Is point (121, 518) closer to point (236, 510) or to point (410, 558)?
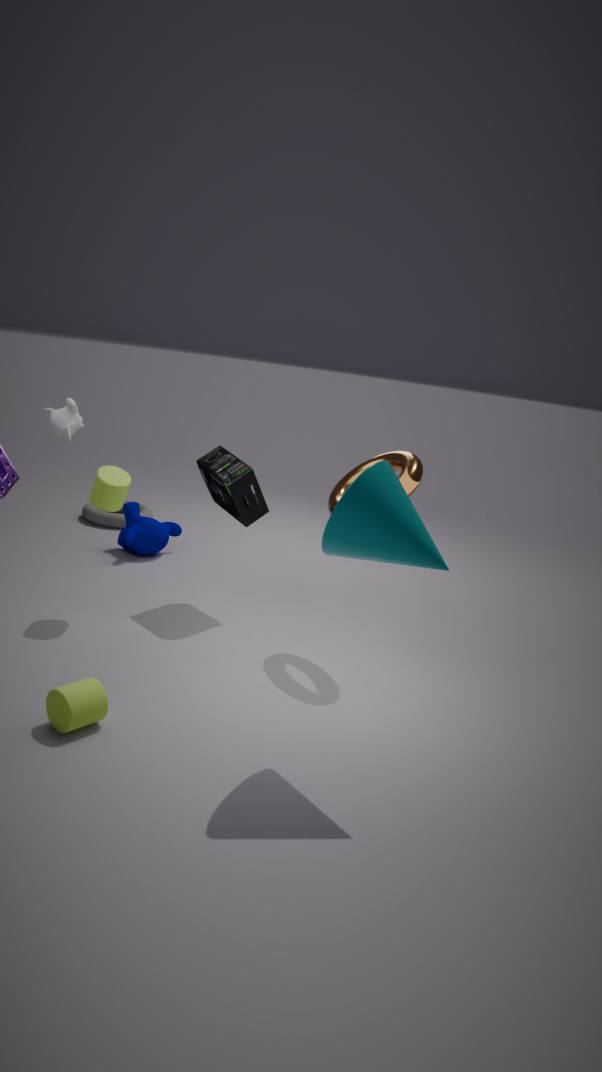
point (236, 510)
